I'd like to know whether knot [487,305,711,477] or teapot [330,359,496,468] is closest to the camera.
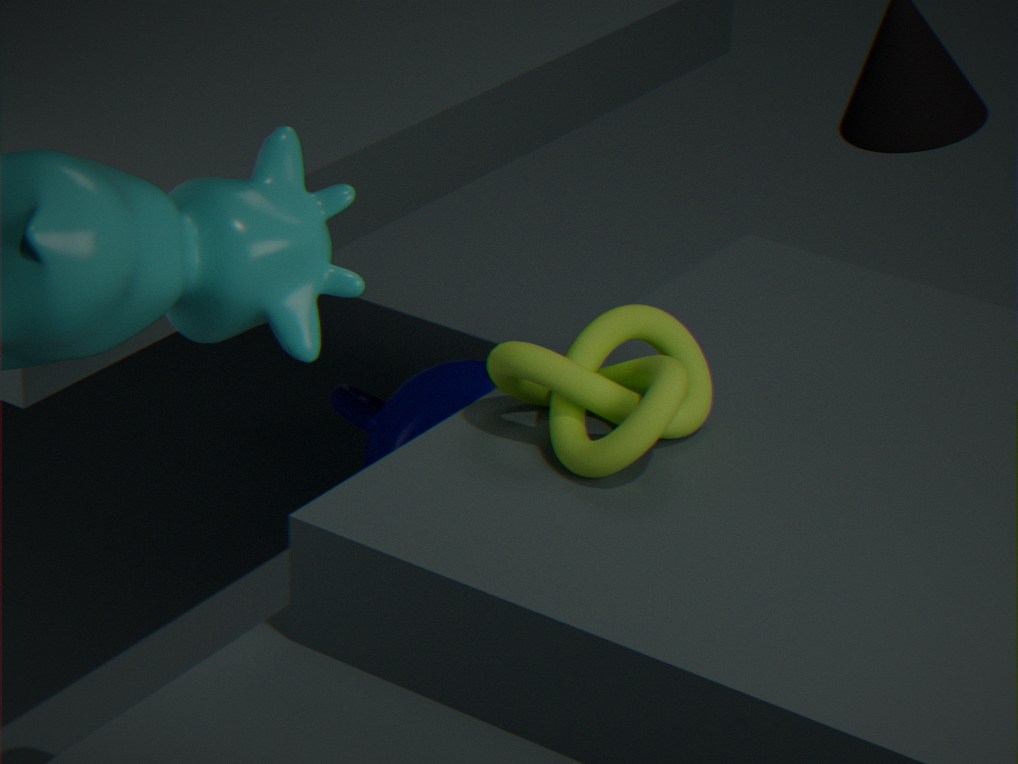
knot [487,305,711,477]
